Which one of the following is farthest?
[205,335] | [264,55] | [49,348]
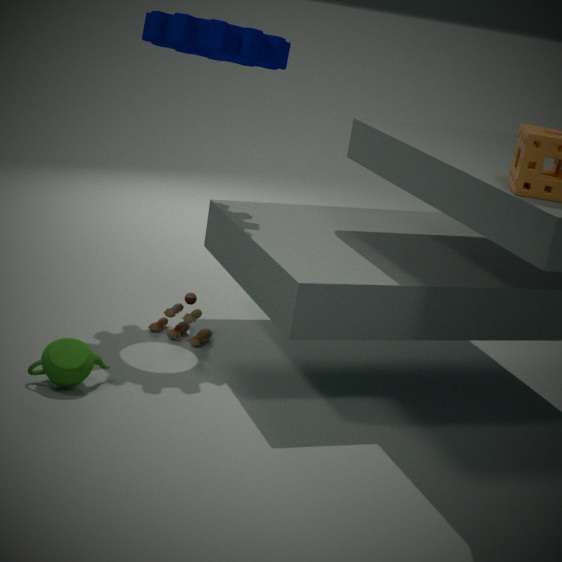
[205,335]
